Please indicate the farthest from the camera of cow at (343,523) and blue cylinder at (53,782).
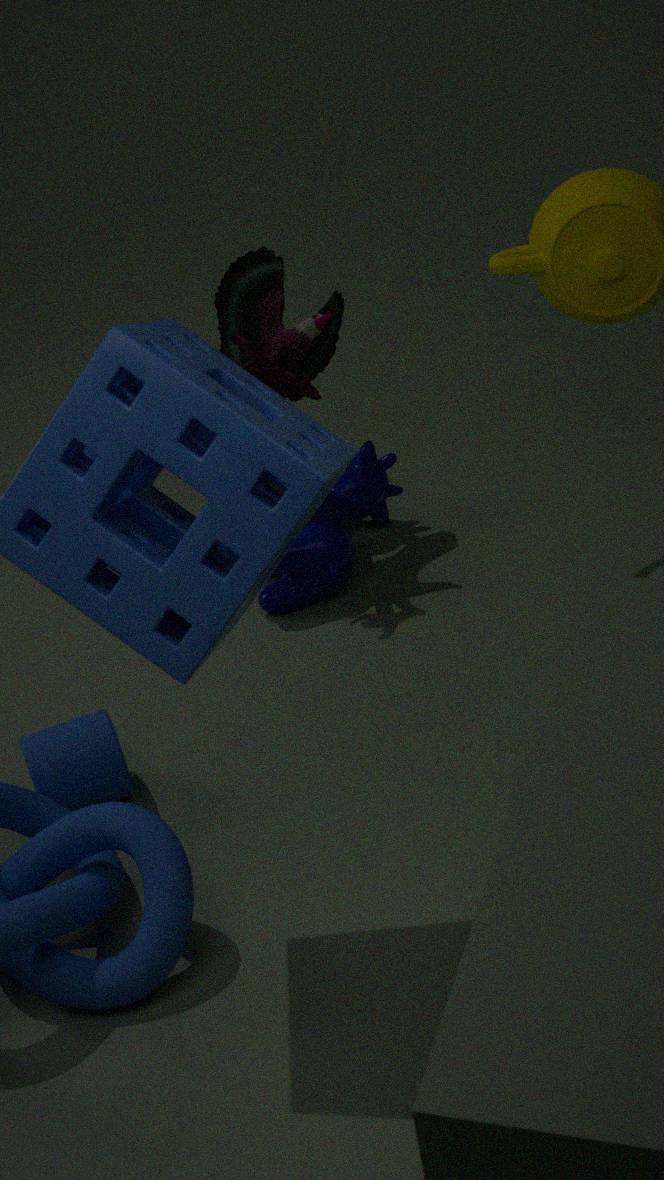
cow at (343,523)
